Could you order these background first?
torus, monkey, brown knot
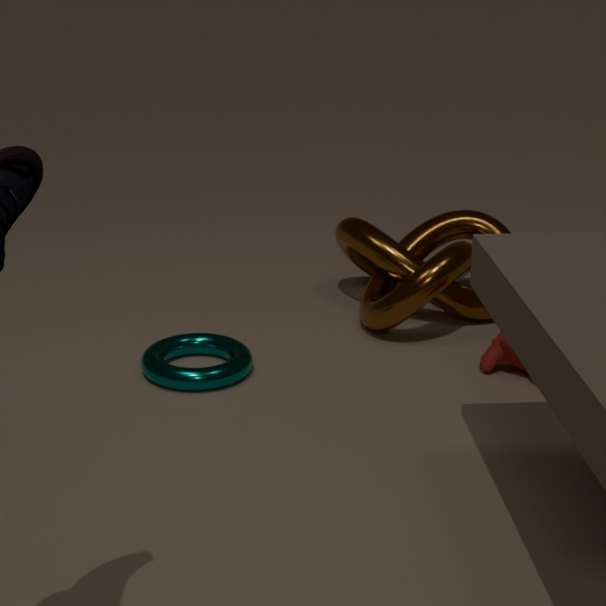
1. brown knot
2. monkey
3. torus
